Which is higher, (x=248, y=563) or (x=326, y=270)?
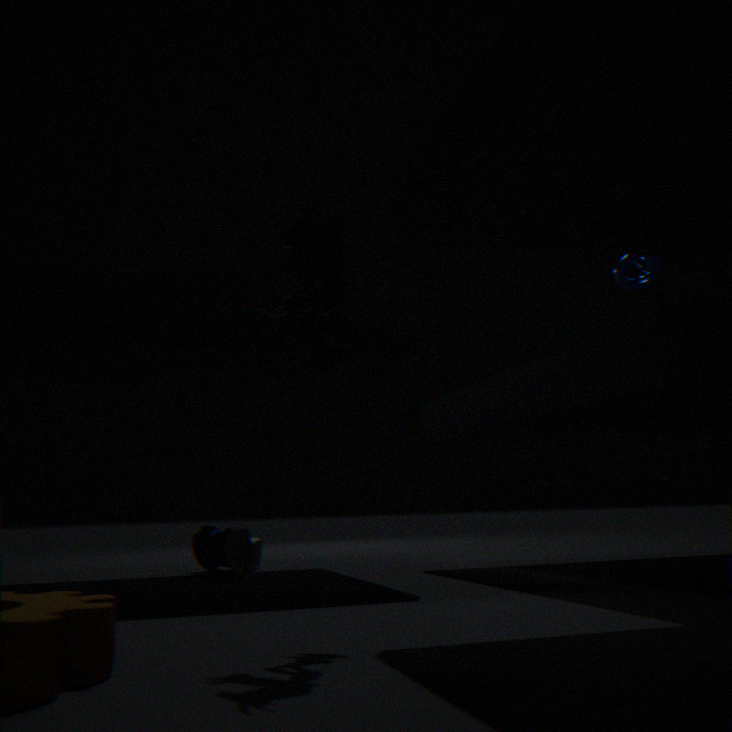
(x=326, y=270)
